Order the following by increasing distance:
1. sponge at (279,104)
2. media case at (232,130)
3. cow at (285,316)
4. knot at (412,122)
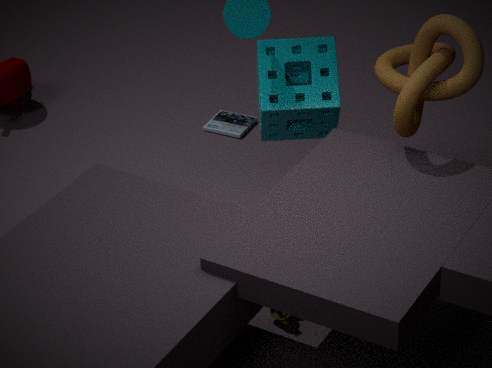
1. knot at (412,122)
2. cow at (285,316)
3. sponge at (279,104)
4. media case at (232,130)
